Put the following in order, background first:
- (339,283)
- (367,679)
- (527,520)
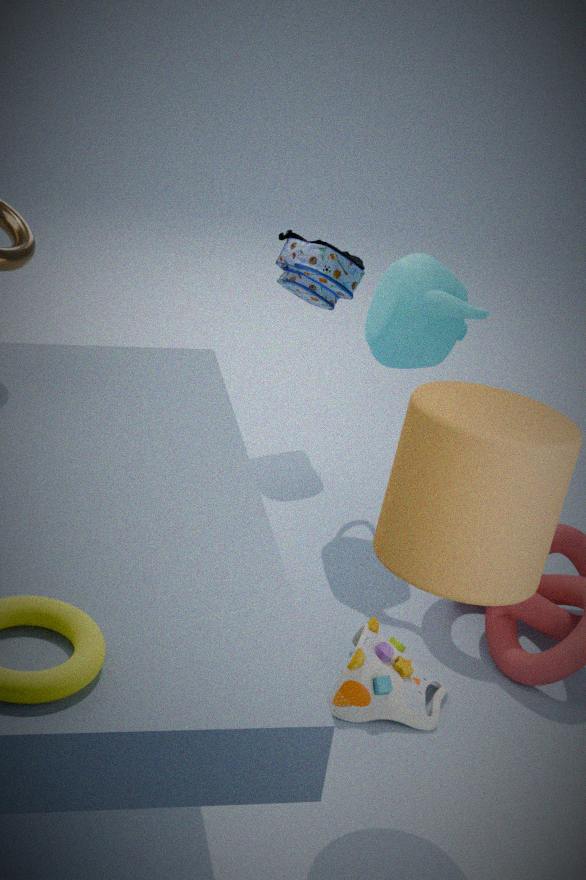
(339,283), (367,679), (527,520)
